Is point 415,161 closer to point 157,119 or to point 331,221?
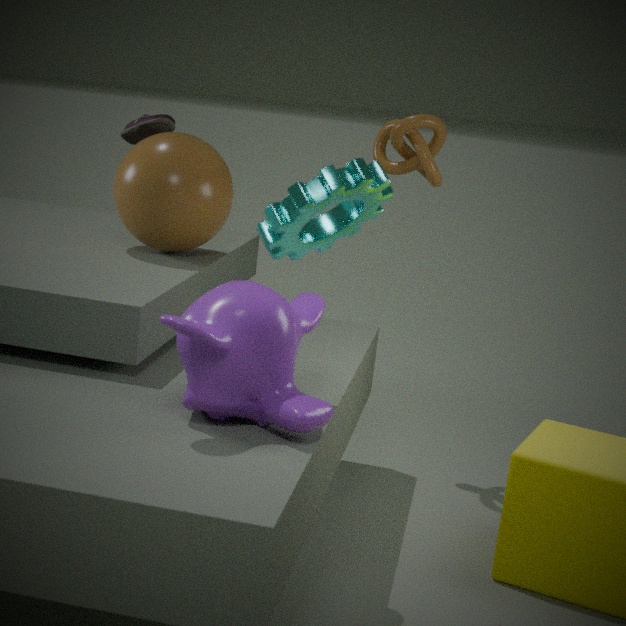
point 157,119
